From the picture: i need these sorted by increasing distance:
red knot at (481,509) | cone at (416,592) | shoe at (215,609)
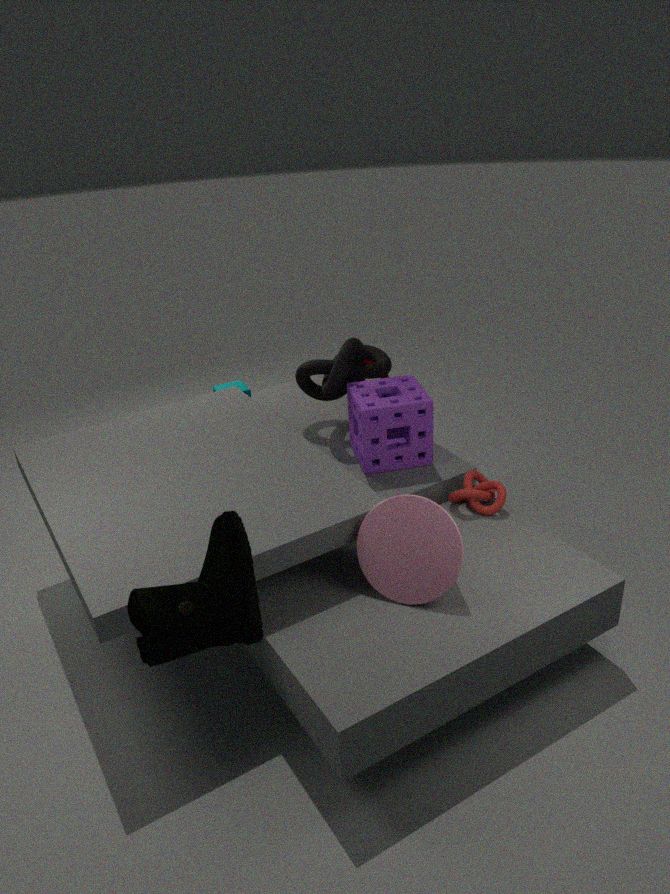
shoe at (215,609), cone at (416,592), red knot at (481,509)
